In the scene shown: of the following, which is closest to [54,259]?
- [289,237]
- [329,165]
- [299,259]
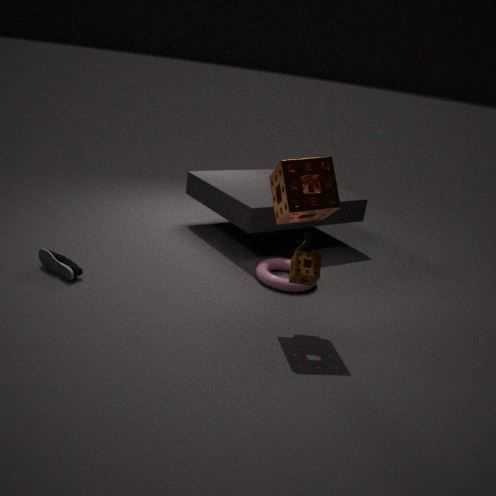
[299,259]
